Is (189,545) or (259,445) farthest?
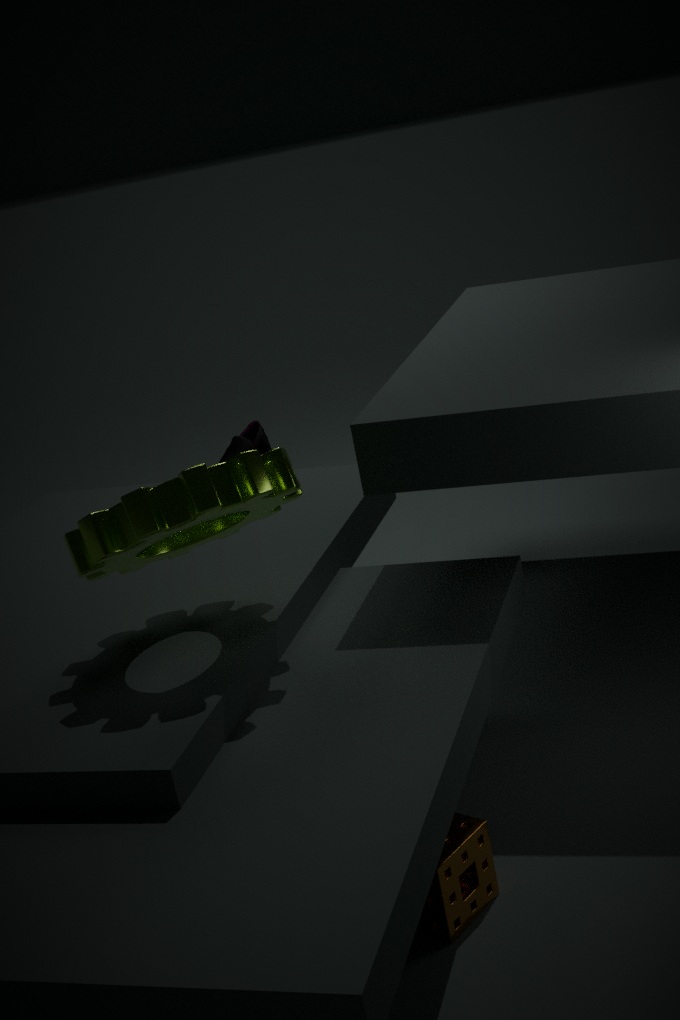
(259,445)
